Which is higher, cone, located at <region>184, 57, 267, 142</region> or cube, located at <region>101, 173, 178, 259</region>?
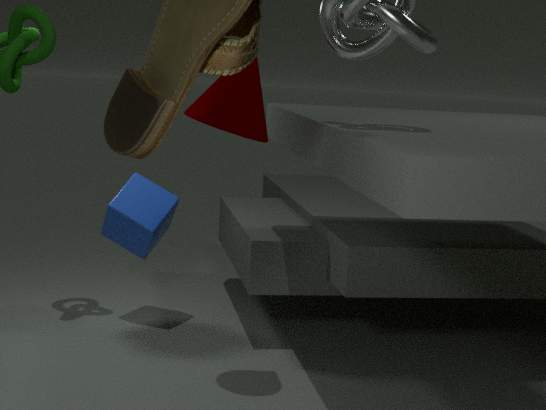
cone, located at <region>184, 57, 267, 142</region>
